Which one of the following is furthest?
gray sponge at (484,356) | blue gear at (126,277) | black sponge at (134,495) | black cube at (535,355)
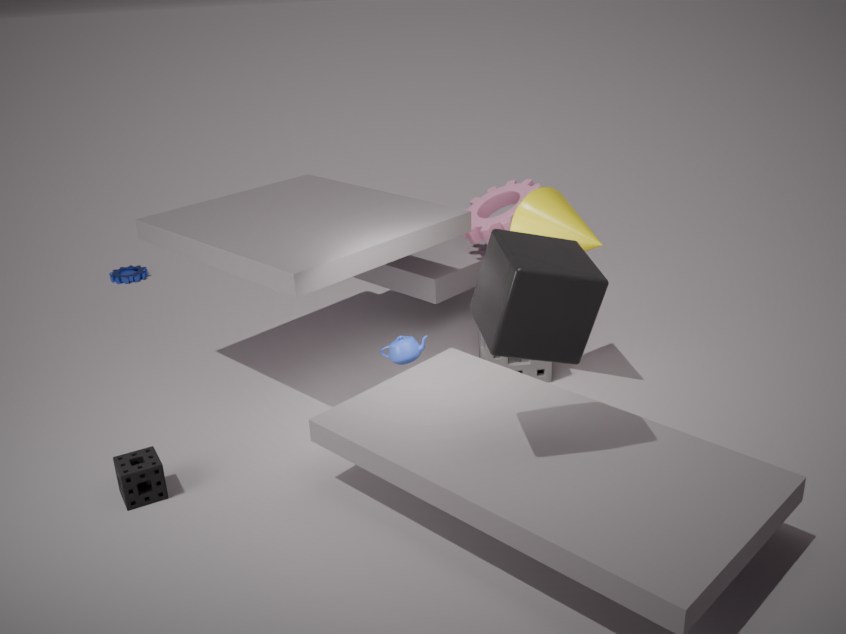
blue gear at (126,277)
